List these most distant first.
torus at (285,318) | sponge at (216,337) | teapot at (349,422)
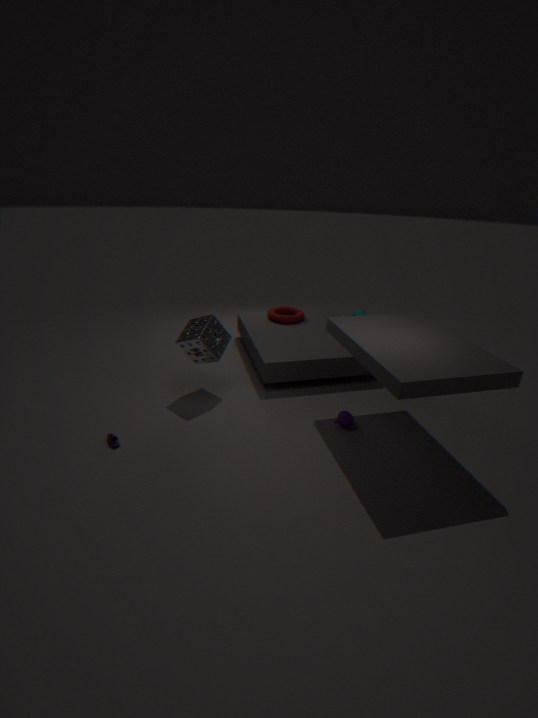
torus at (285,318) → sponge at (216,337) → teapot at (349,422)
